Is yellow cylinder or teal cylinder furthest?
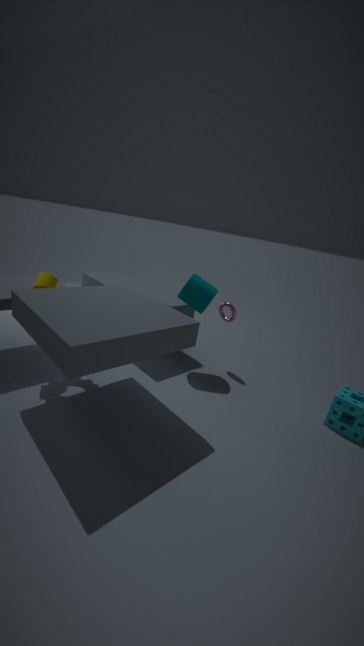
teal cylinder
